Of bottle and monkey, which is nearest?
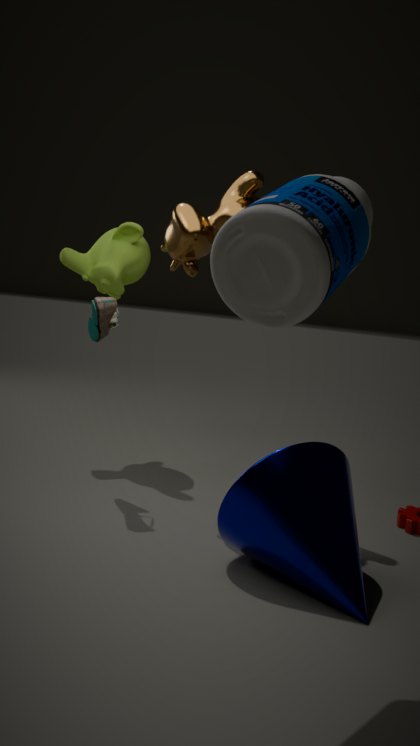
bottle
